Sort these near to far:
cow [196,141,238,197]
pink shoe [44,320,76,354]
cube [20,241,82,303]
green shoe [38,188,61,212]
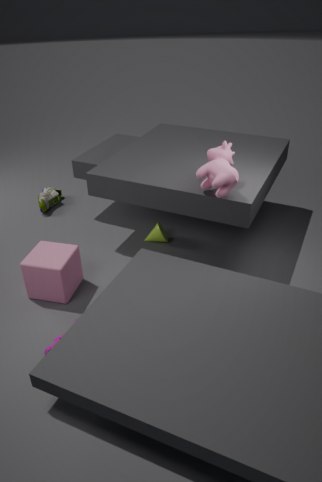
pink shoe [44,320,76,354]
cow [196,141,238,197]
cube [20,241,82,303]
green shoe [38,188,61,212]
